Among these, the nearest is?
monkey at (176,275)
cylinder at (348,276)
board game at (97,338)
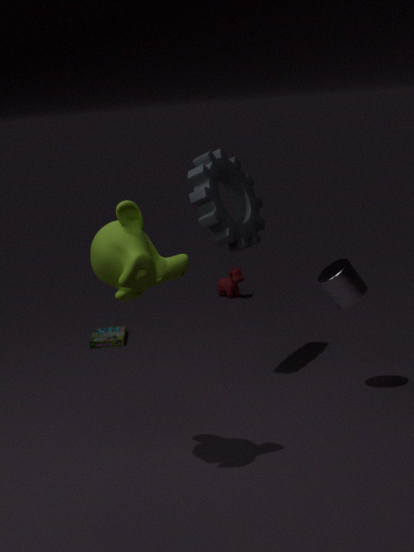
monkey at (176,275)
